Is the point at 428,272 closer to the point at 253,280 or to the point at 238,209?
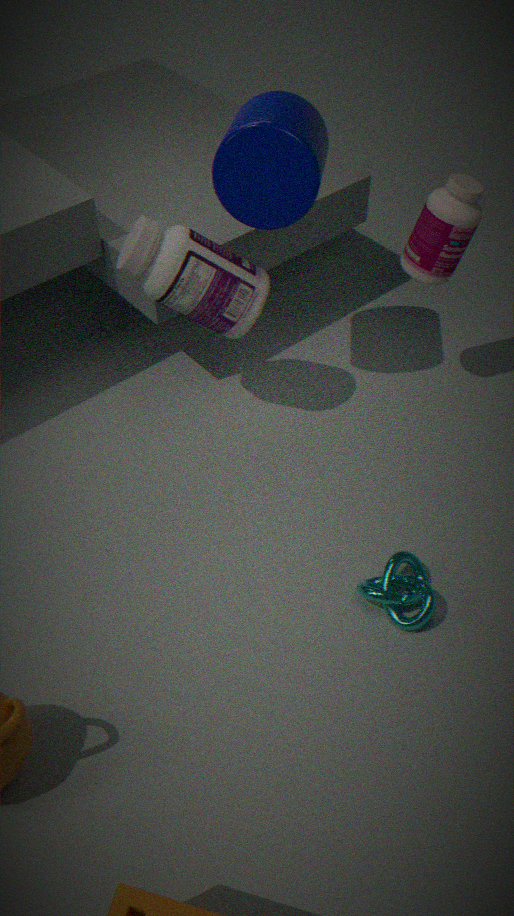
the point at 238,209
